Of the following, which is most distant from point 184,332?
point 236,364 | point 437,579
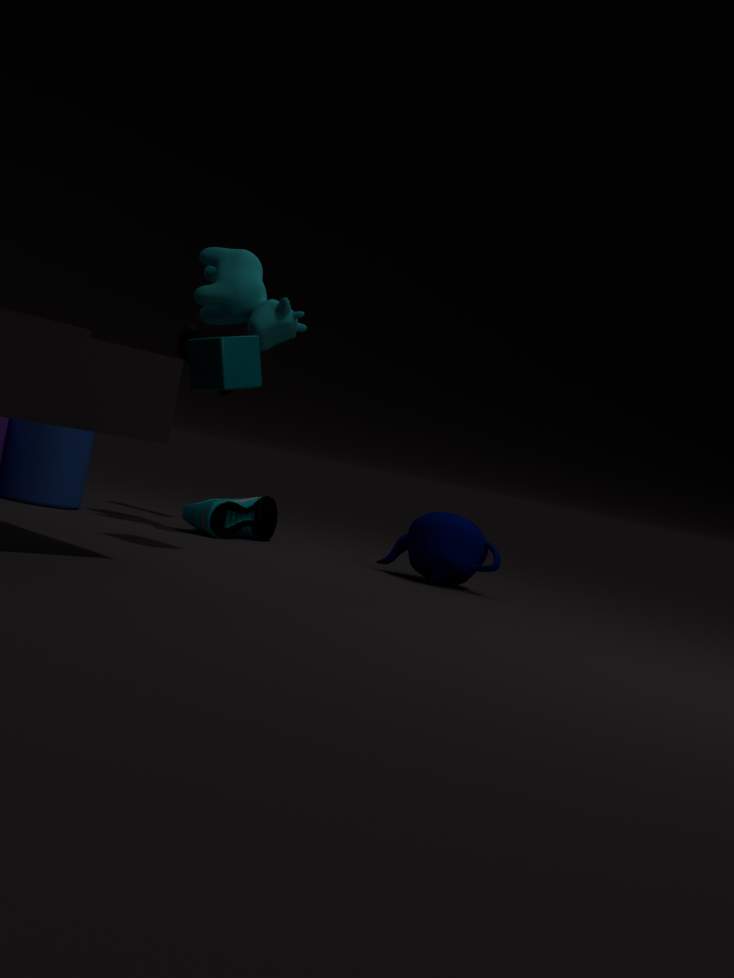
point 437,579
